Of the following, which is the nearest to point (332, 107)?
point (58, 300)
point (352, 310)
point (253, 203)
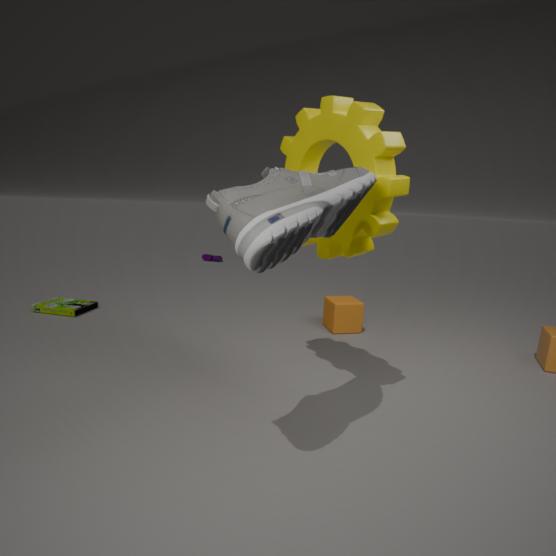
point (253, 203)
